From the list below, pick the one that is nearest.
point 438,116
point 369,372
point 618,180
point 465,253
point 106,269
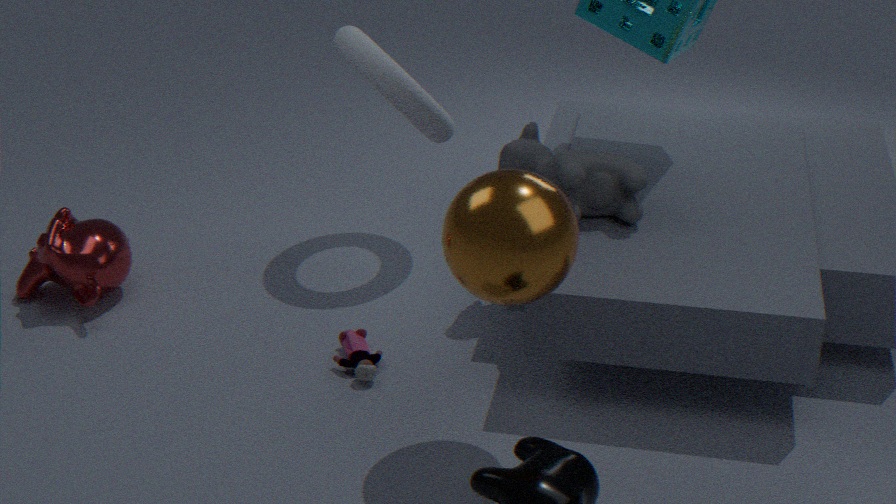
point 465,253
